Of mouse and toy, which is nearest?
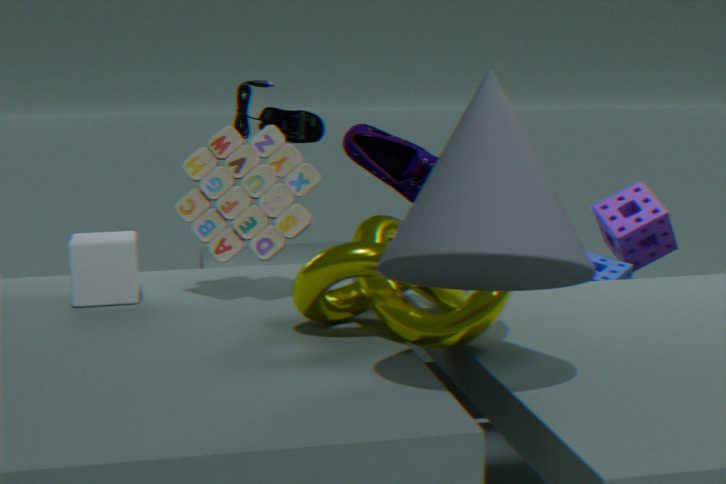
toy
